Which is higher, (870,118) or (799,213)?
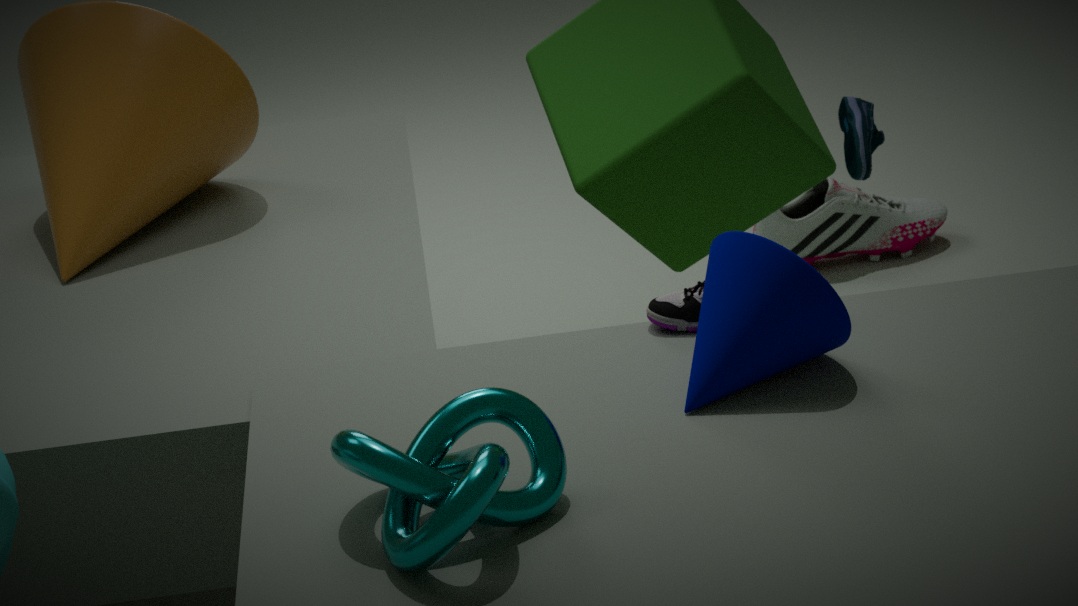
(870,118)
